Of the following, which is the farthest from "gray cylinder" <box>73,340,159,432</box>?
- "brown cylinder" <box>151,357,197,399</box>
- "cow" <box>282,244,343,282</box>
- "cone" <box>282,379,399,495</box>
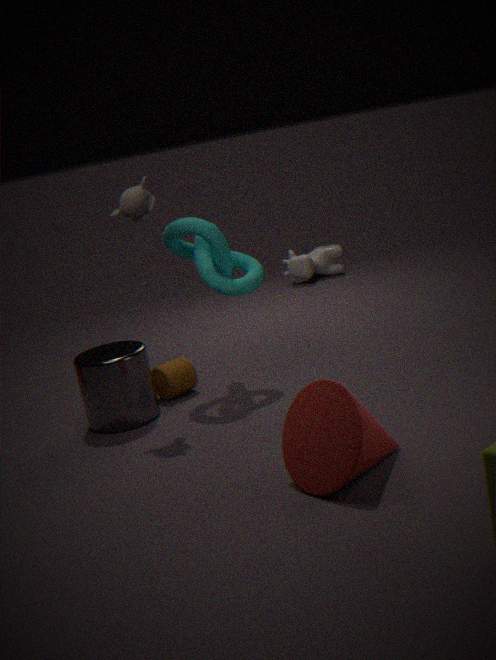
"cow" <box>282,244,343,282</box>
